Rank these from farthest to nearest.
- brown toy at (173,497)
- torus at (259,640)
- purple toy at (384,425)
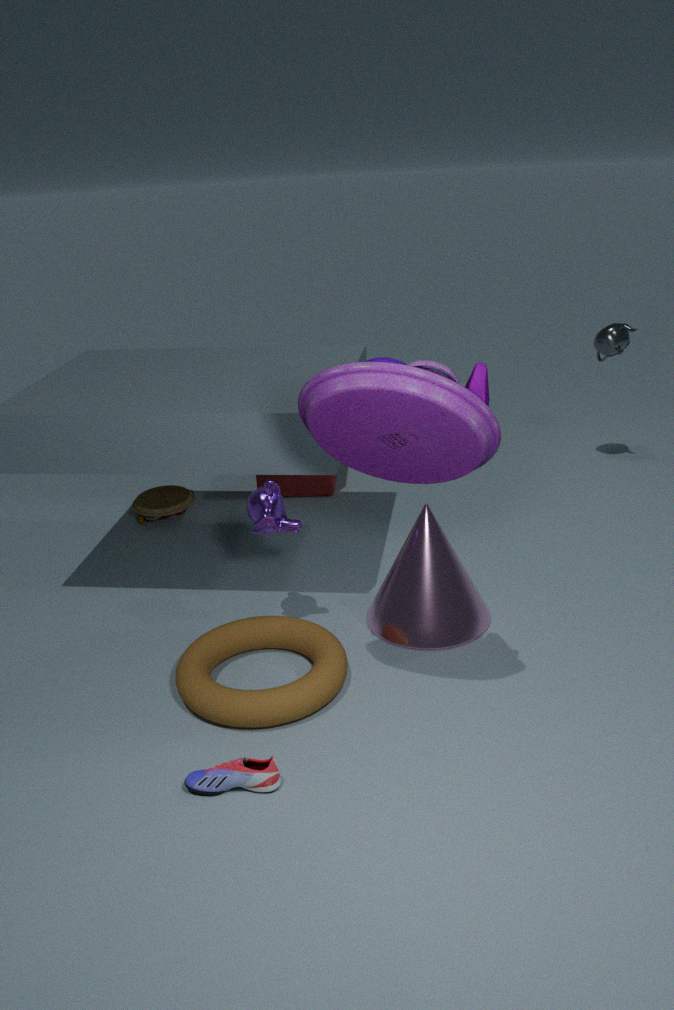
brown toy at (173,497) → torus at (259,640) → purple toy at (384,425)
